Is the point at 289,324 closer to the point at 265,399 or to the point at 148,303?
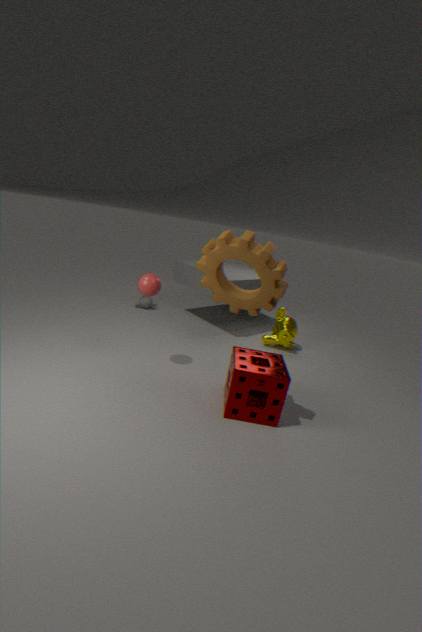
the point at 265,399
